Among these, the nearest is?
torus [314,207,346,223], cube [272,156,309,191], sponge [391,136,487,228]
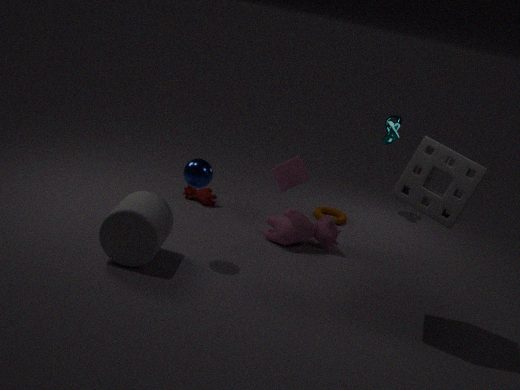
sponge [391,136,487,228]
